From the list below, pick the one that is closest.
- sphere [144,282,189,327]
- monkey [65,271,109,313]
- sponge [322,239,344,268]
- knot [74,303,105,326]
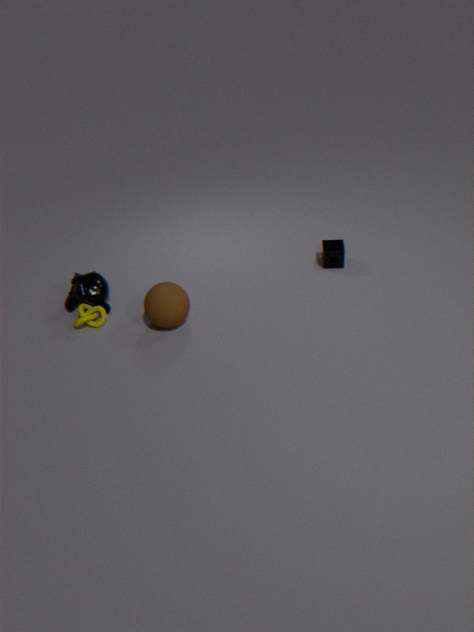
sphere [144,282,189,327]
